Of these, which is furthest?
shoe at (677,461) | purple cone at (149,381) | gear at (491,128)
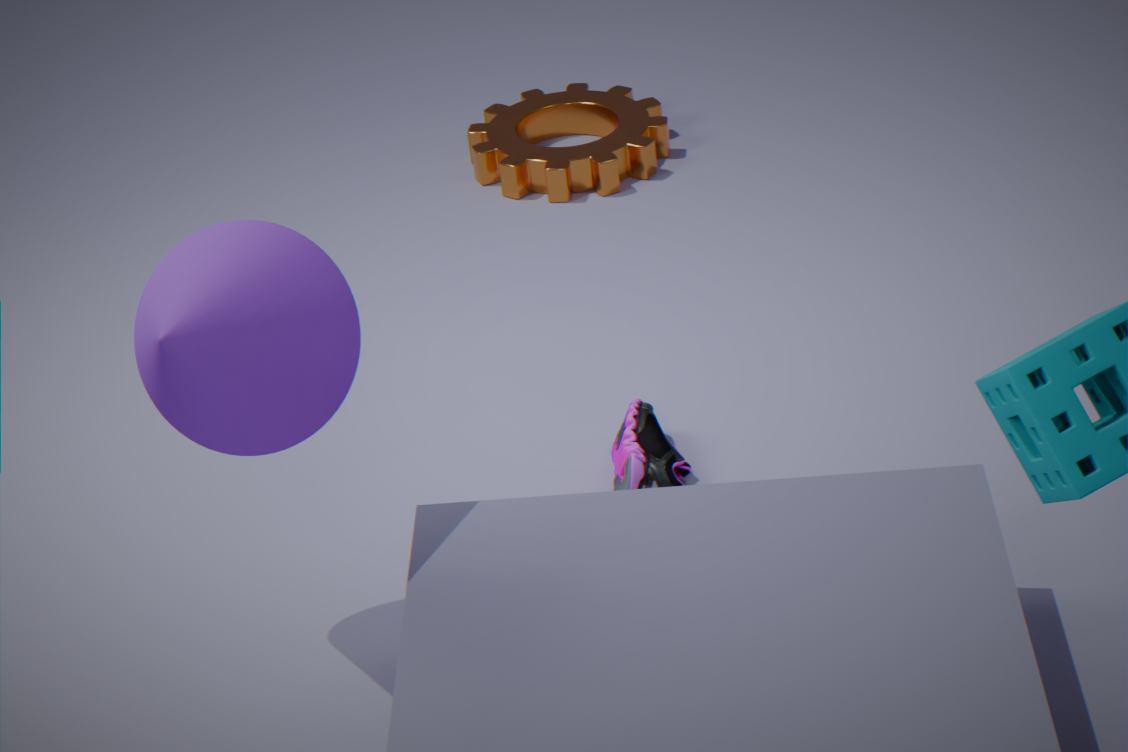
gear at (491,128)
